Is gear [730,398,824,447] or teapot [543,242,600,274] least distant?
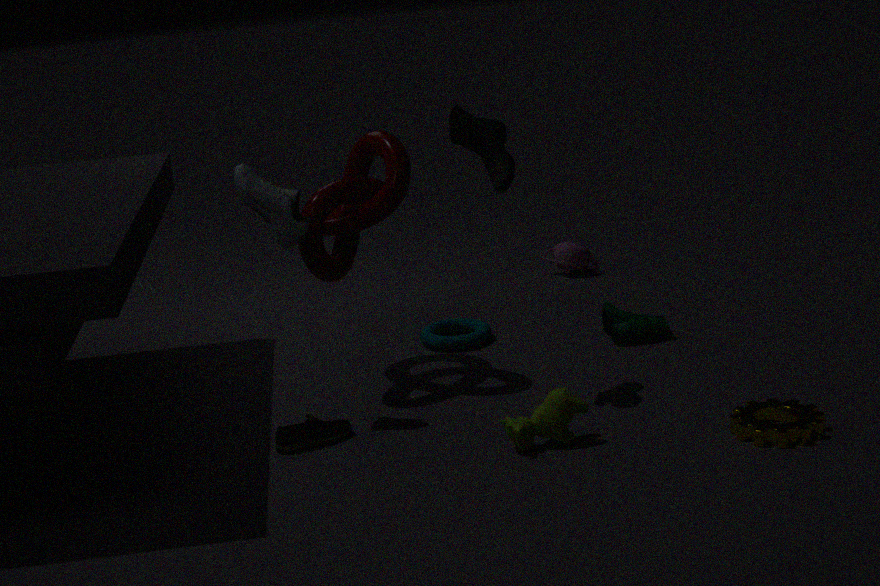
gear [730,398,824,447]
